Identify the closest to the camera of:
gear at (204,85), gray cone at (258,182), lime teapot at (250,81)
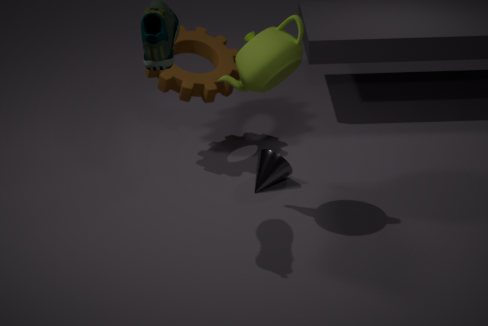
lime teapot at (250,81)
